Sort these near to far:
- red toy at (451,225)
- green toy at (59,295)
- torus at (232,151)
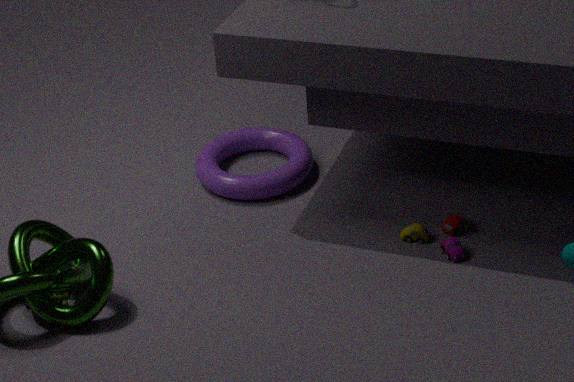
green toy at (59,295), red toy at (451,225), torus at (232,151)
